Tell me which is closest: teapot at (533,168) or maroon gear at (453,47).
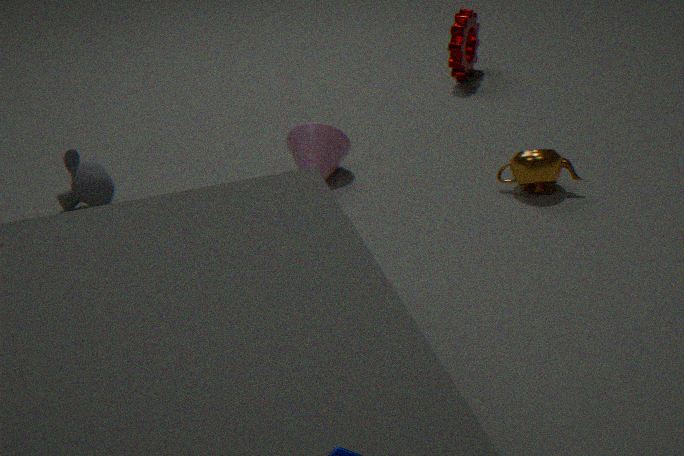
teapot at (533,168)
